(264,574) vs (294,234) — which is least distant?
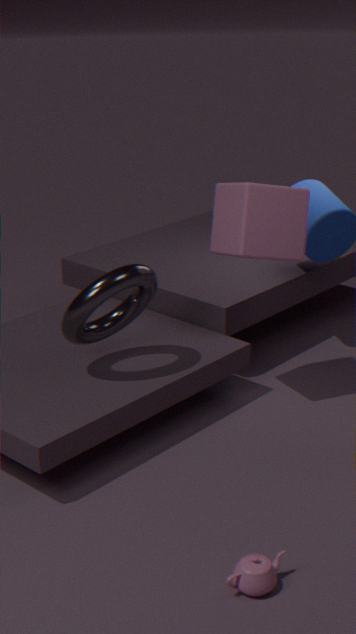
(264,574)
